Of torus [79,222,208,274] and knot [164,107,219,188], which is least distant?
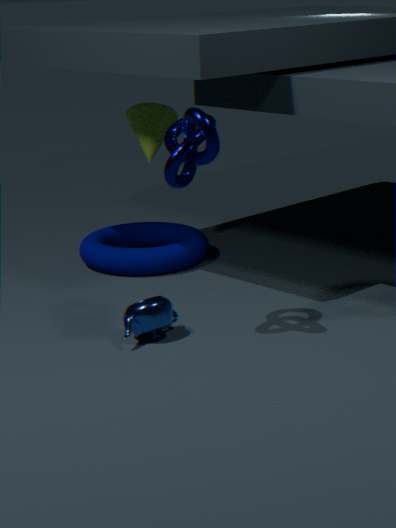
knot [164,107,219,188]
